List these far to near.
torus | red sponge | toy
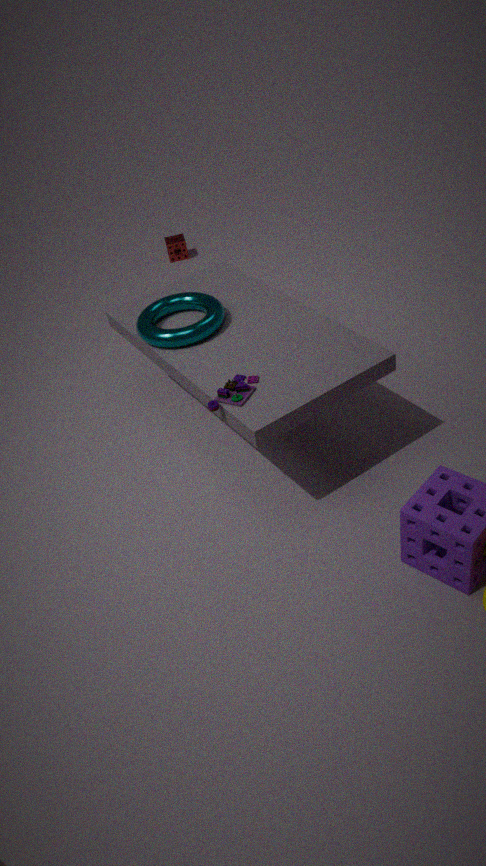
red sponge, torus, toy
